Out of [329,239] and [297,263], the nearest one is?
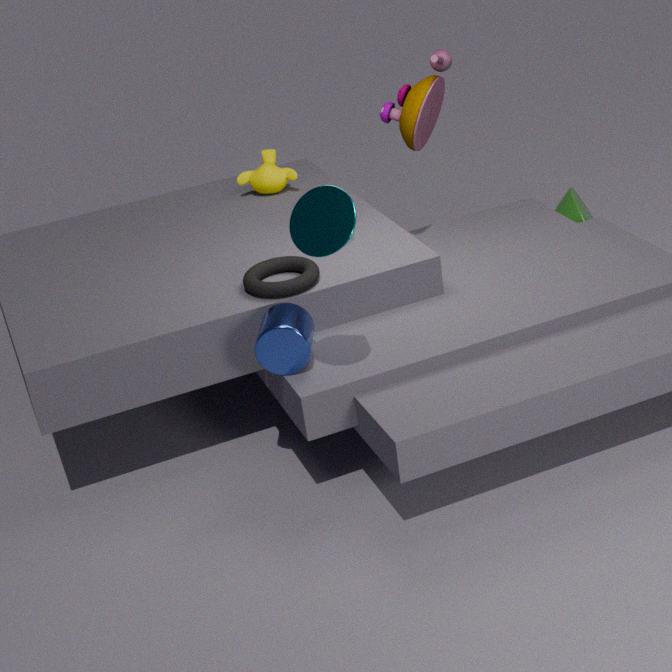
[329,239]
